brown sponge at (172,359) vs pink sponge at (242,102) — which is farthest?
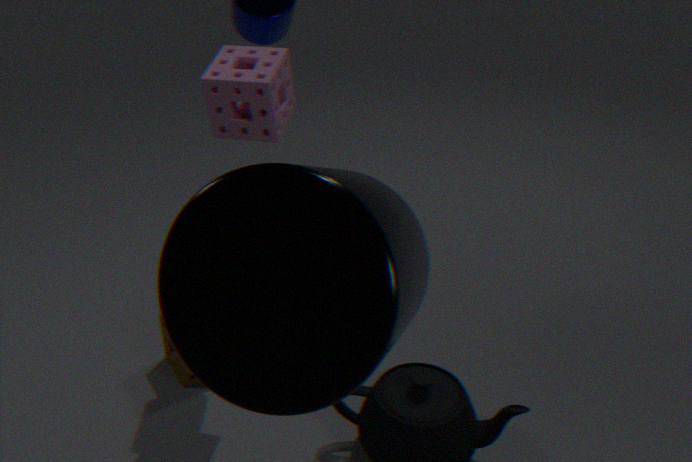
brown sponge at (172,359)
